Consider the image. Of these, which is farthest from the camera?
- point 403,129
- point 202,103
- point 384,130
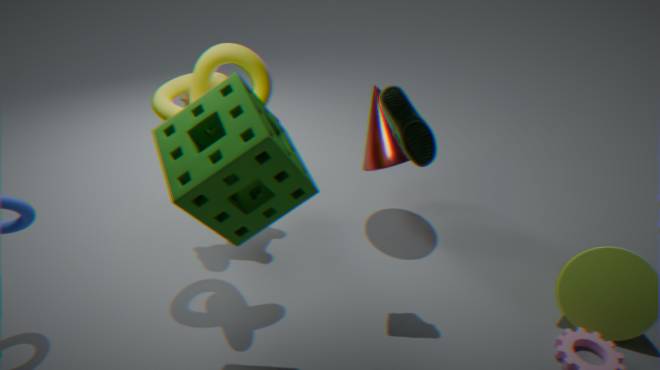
point 384,130
